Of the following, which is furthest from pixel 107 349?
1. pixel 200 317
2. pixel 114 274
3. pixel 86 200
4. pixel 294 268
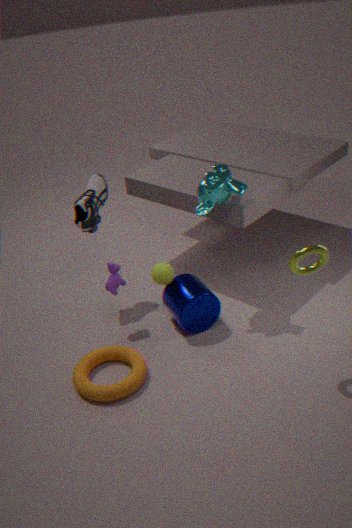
pixel 294 268
